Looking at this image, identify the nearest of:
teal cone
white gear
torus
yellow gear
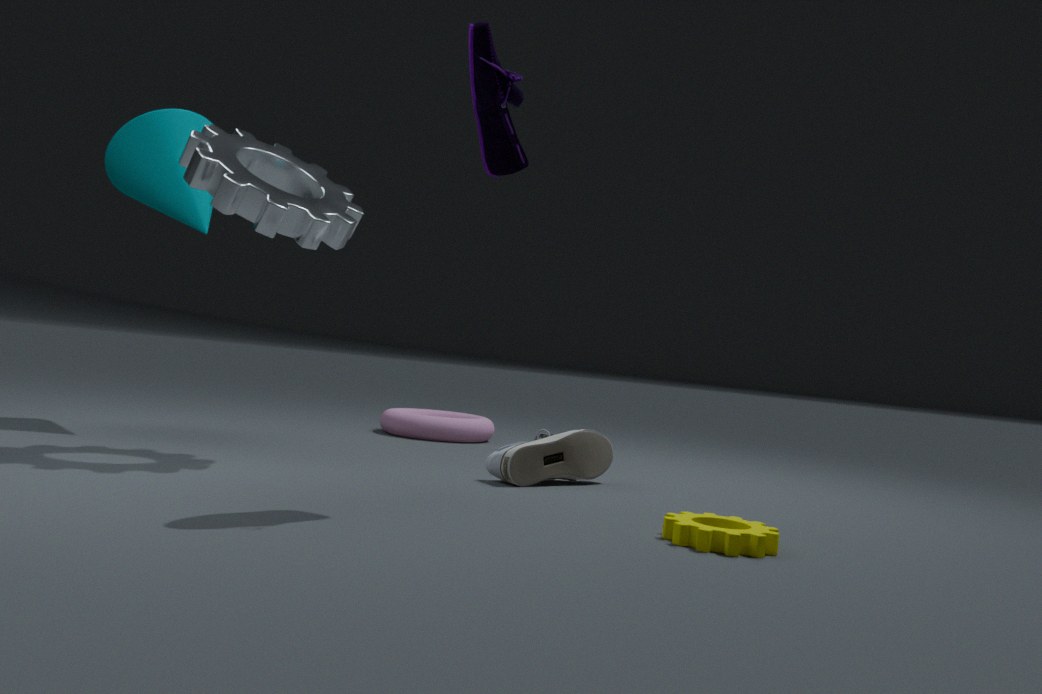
yellow gear
